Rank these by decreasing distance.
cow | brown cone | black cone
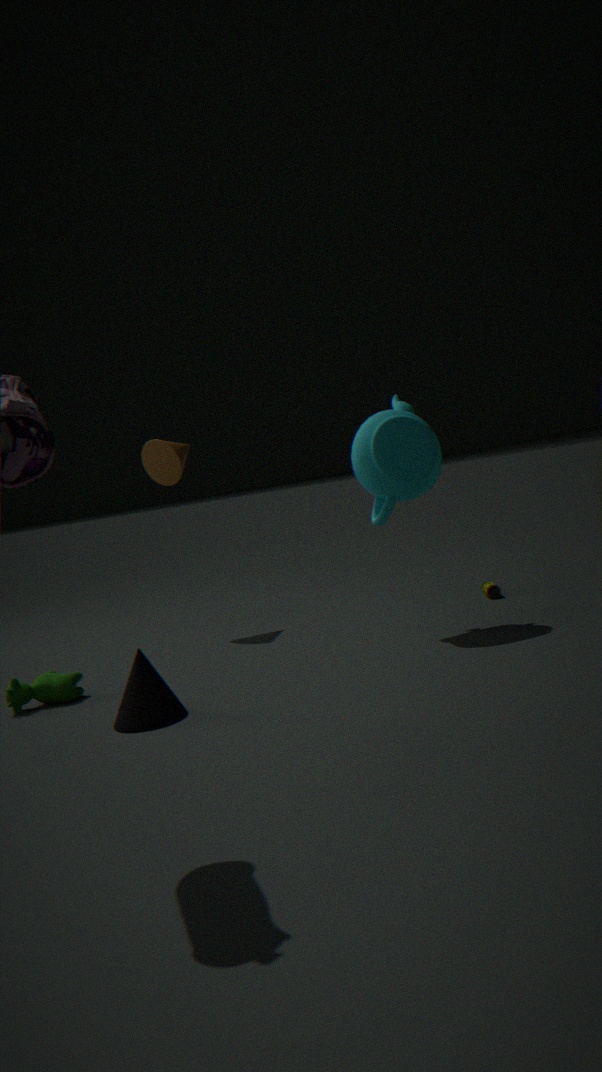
1. brown cone
2. cow
3. black cone
